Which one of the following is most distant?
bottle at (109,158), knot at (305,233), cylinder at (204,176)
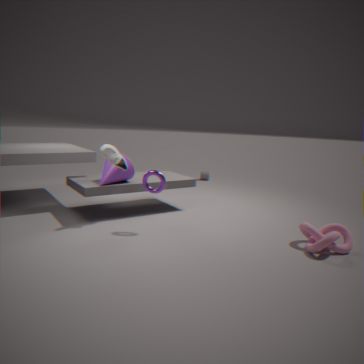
cylinder at (204,176)
